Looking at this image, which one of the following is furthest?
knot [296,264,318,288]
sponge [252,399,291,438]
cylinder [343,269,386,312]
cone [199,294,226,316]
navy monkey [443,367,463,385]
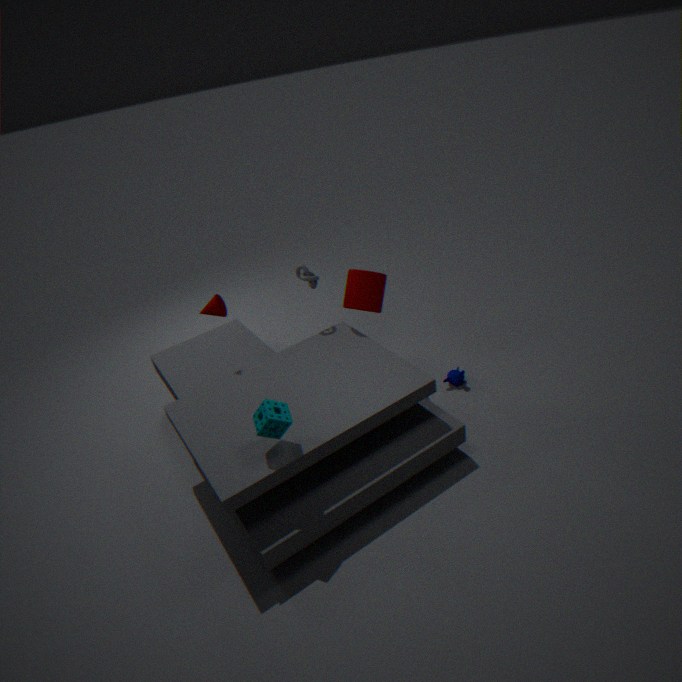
navy monkey [443,367,463,385]
